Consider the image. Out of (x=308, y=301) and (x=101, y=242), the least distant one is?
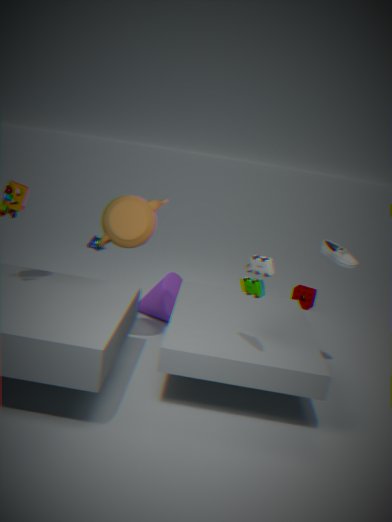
(x=101, y=242)
